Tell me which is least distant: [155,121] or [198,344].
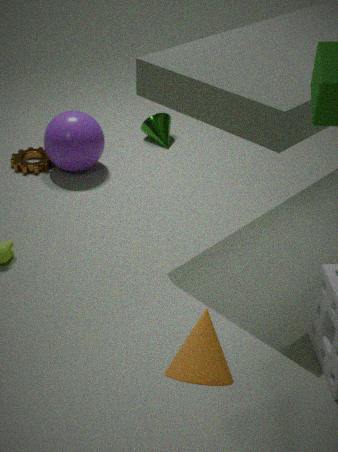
[198,344]
